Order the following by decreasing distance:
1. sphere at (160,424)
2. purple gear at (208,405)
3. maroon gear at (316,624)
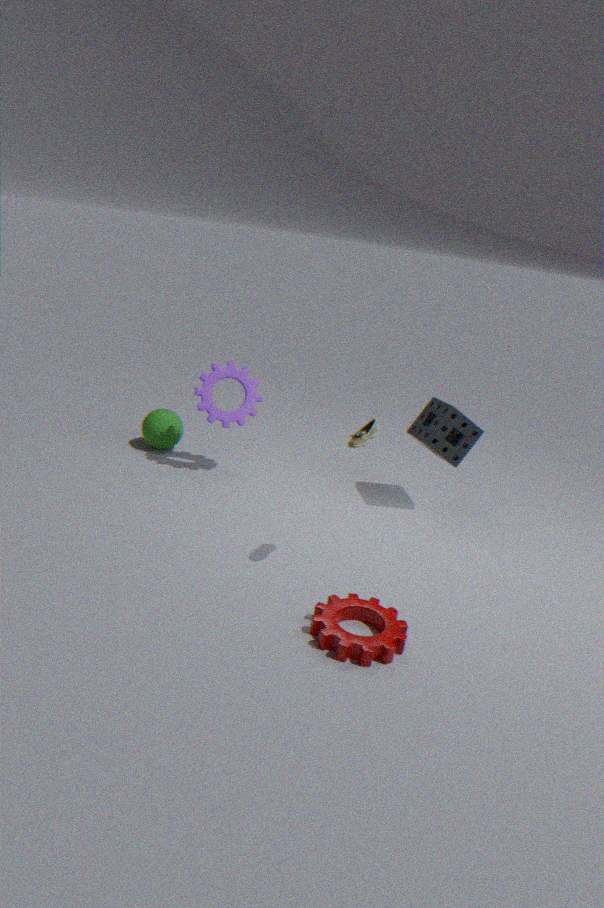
sphere at (160,424)
purple gear at (208,405)
maroon gear at (316,624)
